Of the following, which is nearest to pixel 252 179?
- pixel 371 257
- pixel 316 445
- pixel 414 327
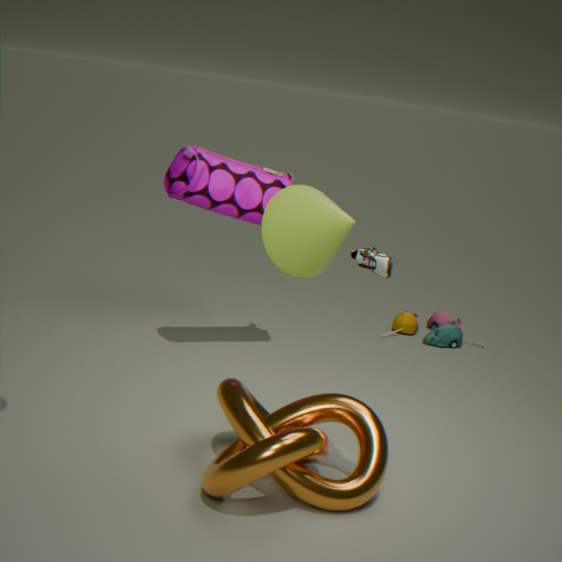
pixel 371 257
